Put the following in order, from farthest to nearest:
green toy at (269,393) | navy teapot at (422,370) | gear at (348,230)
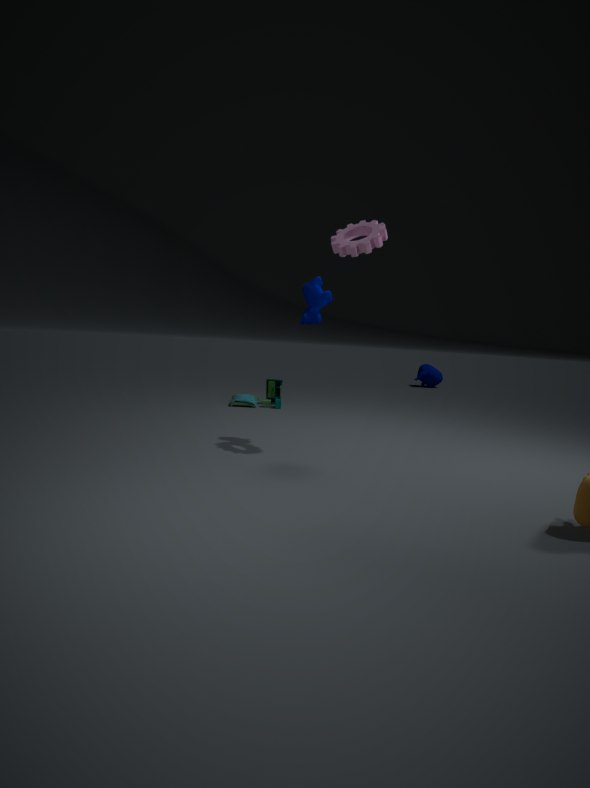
navy teapot at (422,370) < green toy at (269,393) < gear at (348,230)
